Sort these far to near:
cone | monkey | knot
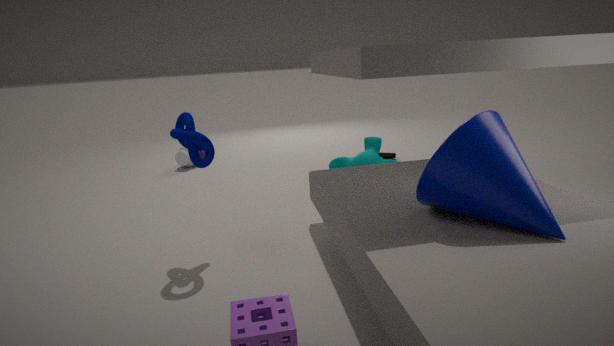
monkey
knot
cone
